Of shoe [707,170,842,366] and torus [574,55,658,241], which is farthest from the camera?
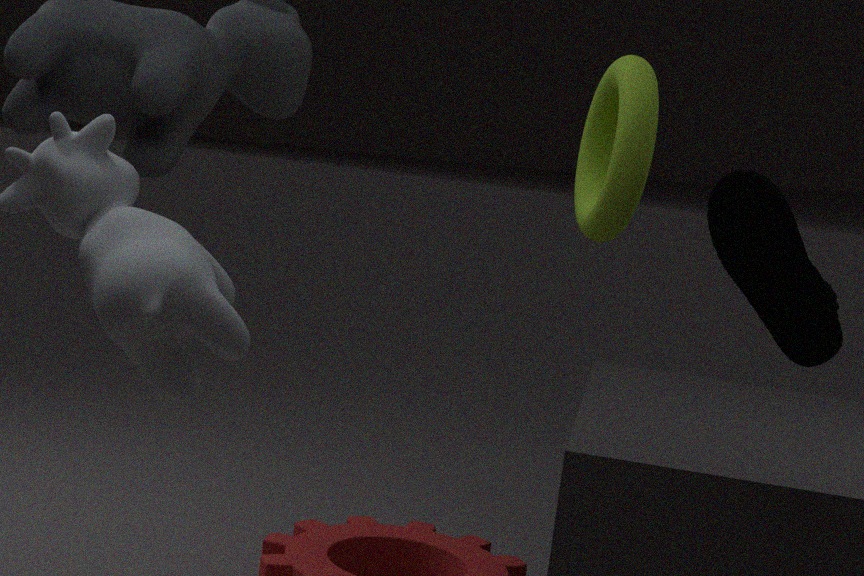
shoe [707,170,842,366]
